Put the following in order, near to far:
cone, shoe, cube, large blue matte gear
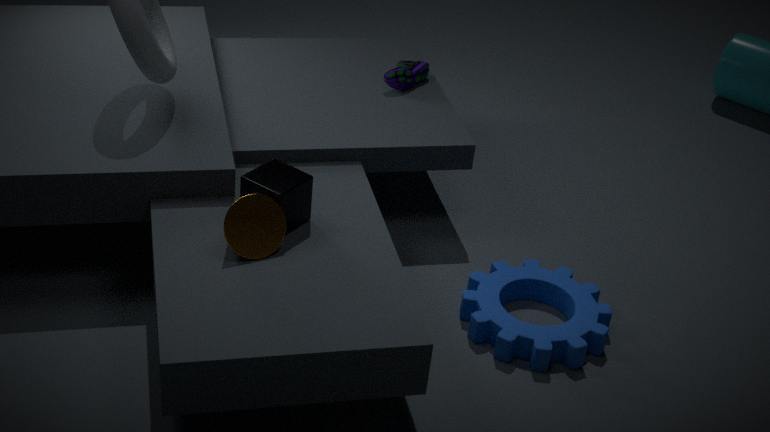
Answer: 1. cone
2. cube
3. large blue matte gear
4. shoe
